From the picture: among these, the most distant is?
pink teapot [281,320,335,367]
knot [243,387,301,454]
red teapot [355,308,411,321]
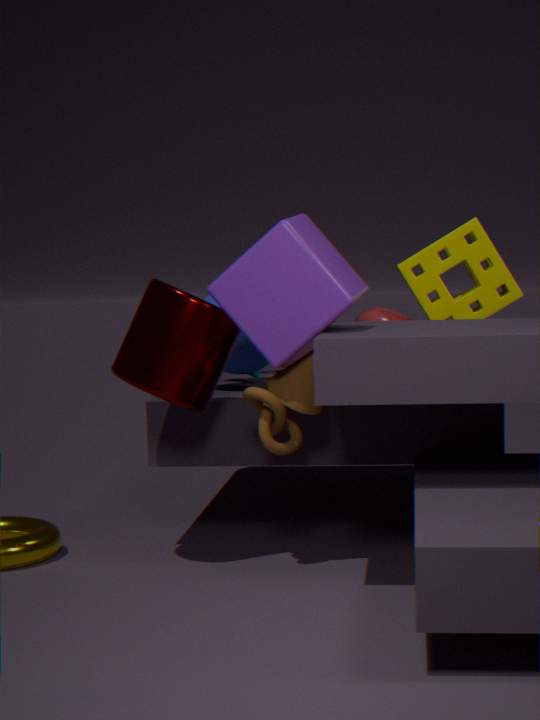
pink teapot [281,320,335,367]
